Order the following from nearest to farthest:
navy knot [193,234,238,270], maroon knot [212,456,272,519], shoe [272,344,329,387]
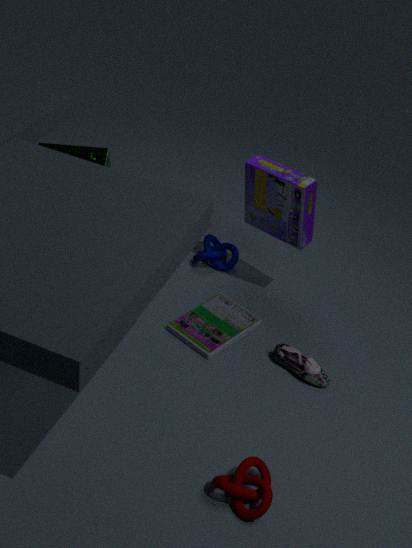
maroon knot [212,456,272,519] → shoe [272,344,329,387] → navy knot [193,234,238,270]
